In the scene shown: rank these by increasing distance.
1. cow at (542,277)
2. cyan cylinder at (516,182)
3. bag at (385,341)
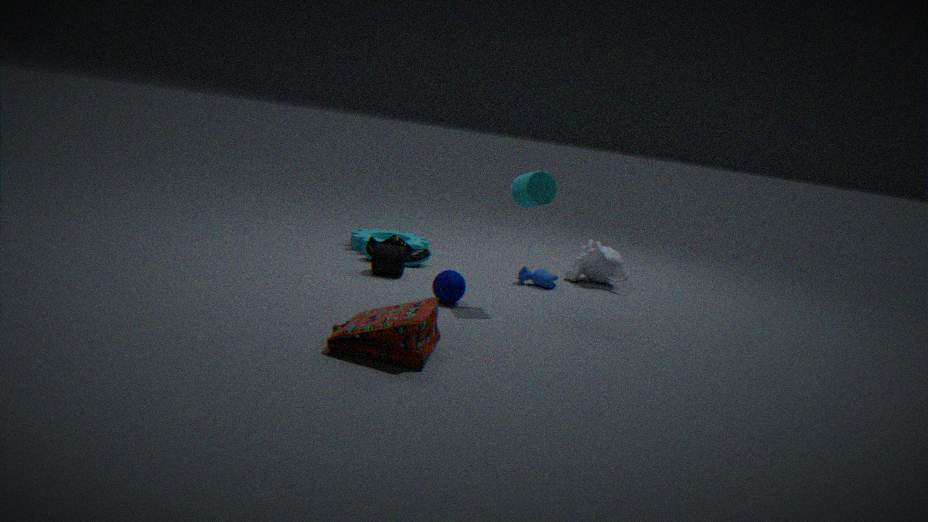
1. bag at (385,341)
2. cyan cylinder at (516,182)
3. cow at (542,277)
